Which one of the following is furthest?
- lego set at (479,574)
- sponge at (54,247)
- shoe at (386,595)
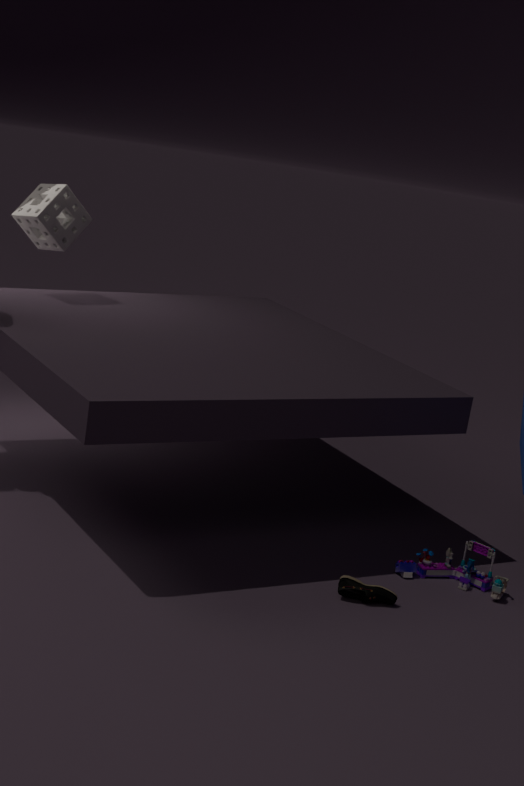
sponge at (54,247)
